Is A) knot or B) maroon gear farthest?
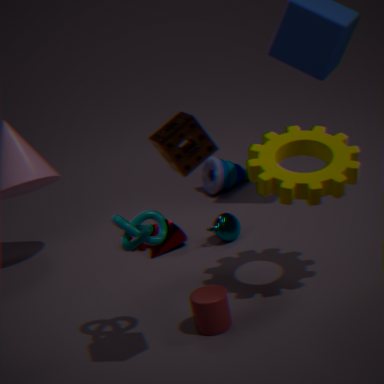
B. maroon gear
